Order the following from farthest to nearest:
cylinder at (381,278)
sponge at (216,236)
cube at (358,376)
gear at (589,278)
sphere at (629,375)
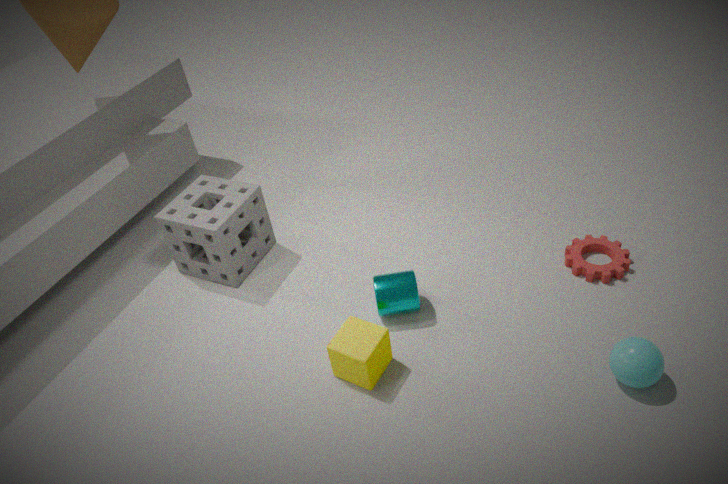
sponge at (216,236)
gear at (589,278)
cylinder at (381,278)
cube at (358,376)
sphere at (629,375)
